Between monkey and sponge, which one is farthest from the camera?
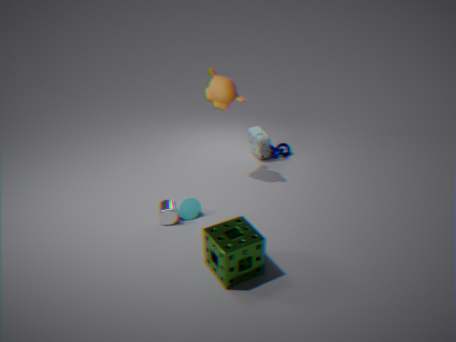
monkey
